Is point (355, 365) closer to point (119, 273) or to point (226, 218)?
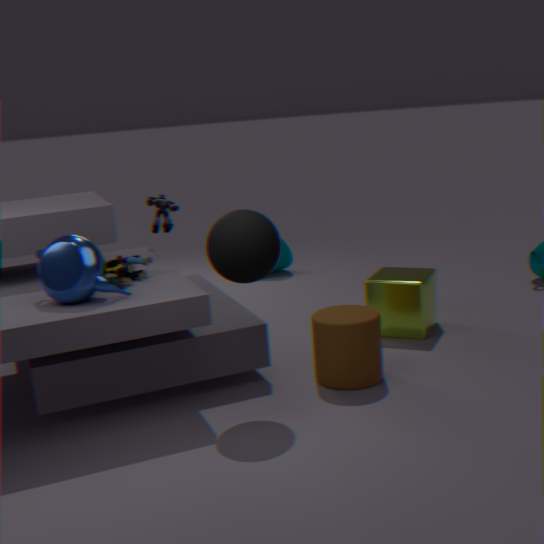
point (226, 218)
